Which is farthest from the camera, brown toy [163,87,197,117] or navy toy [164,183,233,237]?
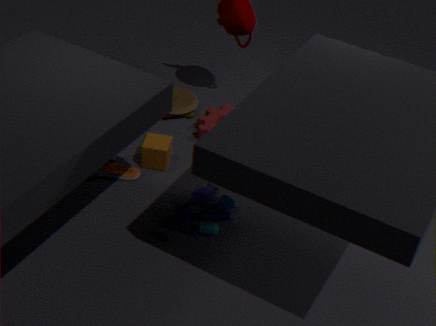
brown toy [163,87,197,117]
